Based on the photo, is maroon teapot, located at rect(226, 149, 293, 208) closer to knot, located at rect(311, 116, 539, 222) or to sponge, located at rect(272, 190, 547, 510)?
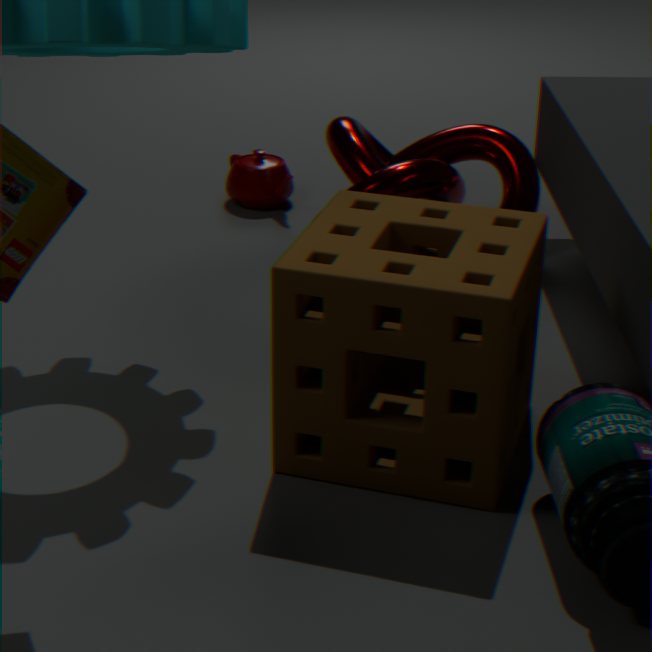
knot, located at rect(311, 116, 539, 222)
